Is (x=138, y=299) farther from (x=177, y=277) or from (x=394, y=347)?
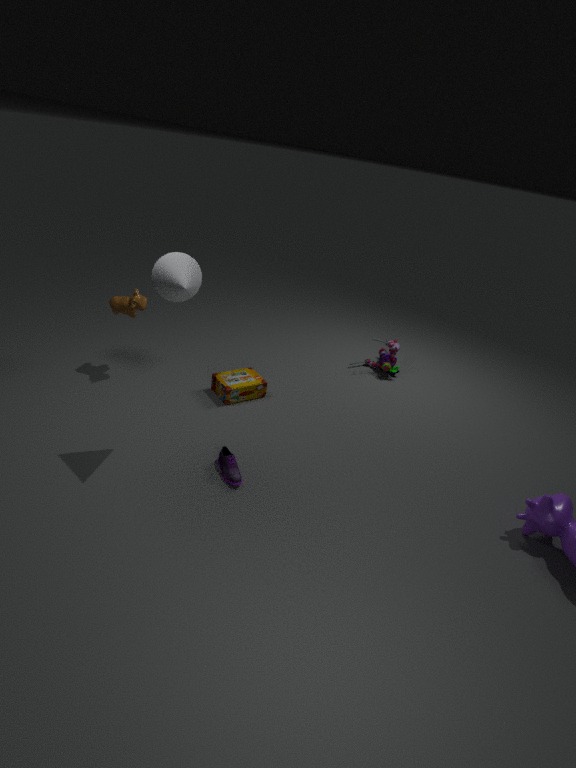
(x=394, y=347)
